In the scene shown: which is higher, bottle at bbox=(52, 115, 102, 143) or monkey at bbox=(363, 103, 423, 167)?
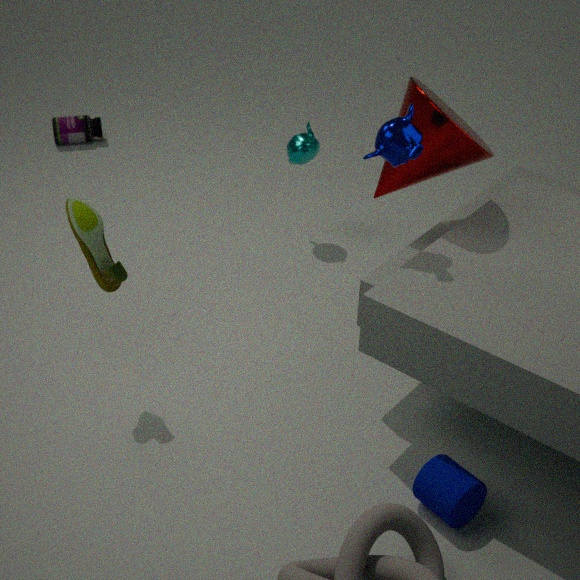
monkey at bbox=(363, 103, 423, 167)
